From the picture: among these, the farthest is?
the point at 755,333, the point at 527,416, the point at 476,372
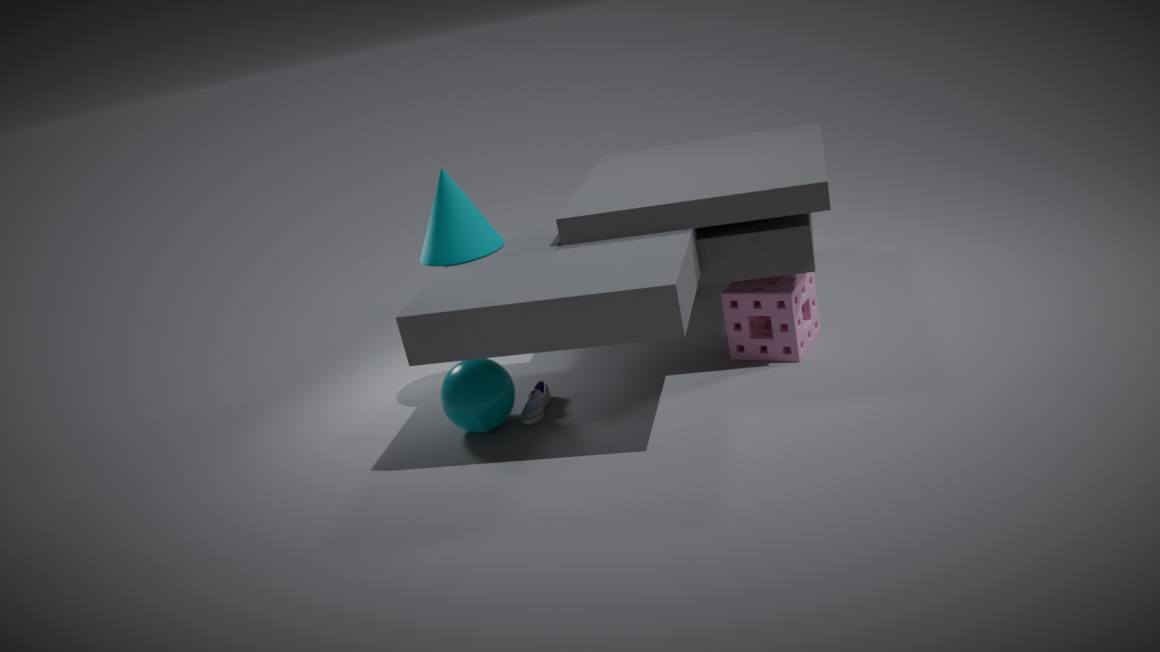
the point at 755,333
